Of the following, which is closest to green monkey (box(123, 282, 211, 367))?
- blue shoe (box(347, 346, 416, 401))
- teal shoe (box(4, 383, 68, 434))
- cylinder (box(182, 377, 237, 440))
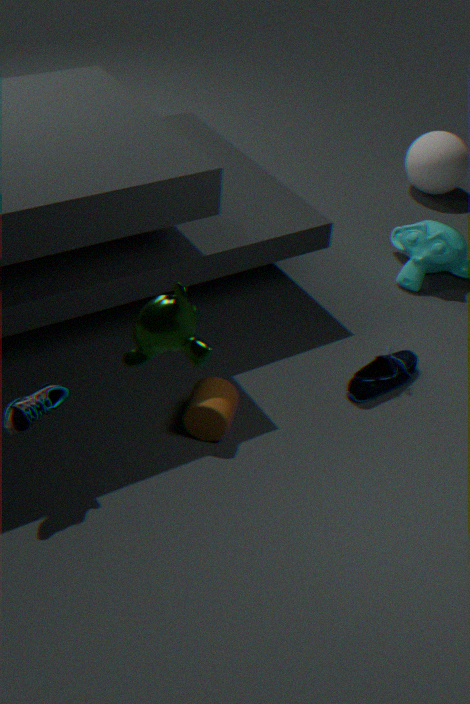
teal shoe (box(4, 383, 68, 434))
